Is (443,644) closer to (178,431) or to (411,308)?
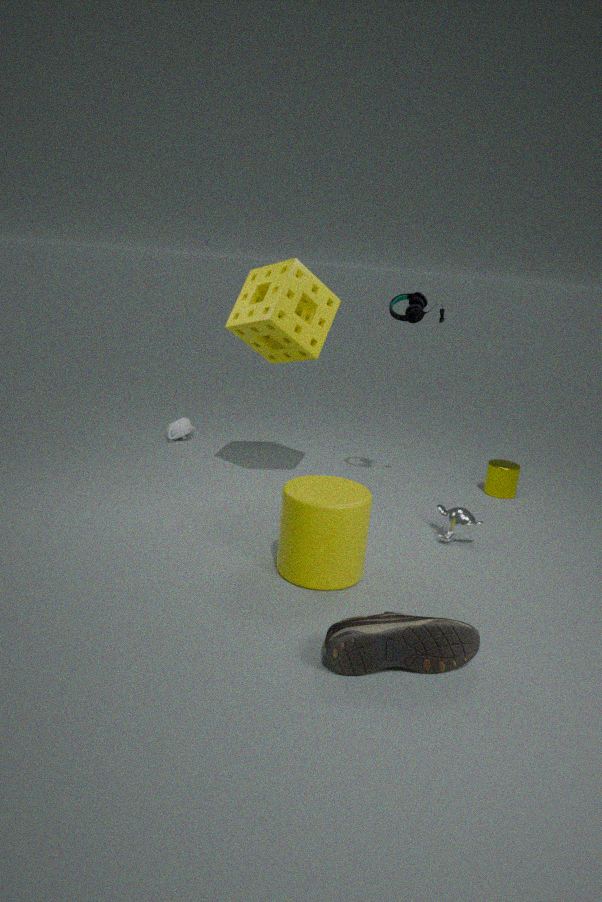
(411,308)
